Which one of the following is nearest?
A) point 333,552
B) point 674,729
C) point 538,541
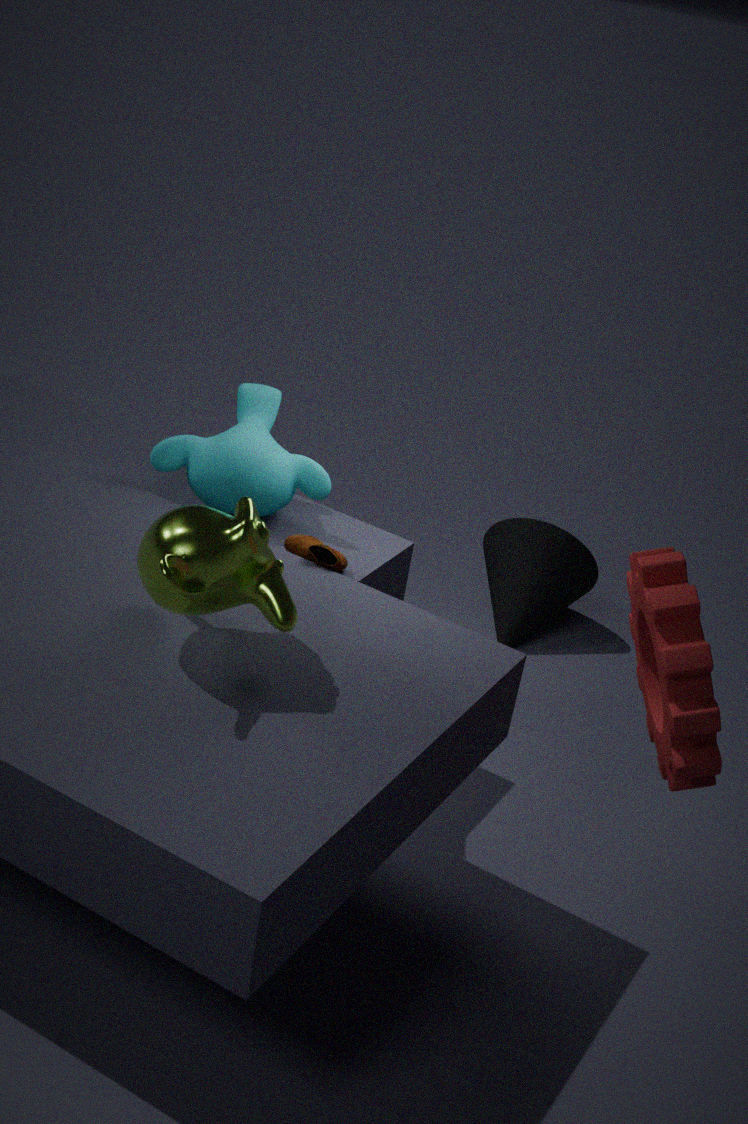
point 674,729
